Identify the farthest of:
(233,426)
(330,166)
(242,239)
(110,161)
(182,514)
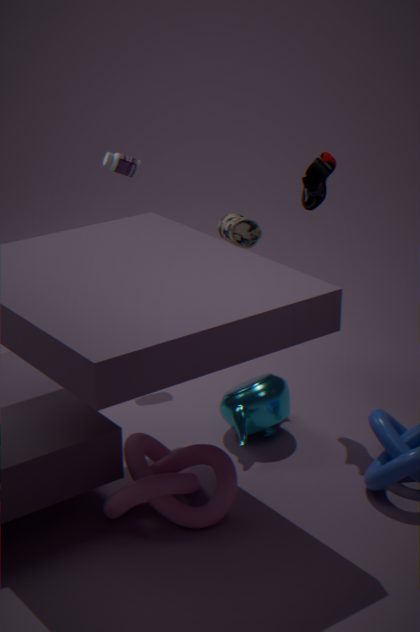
(110,161)
